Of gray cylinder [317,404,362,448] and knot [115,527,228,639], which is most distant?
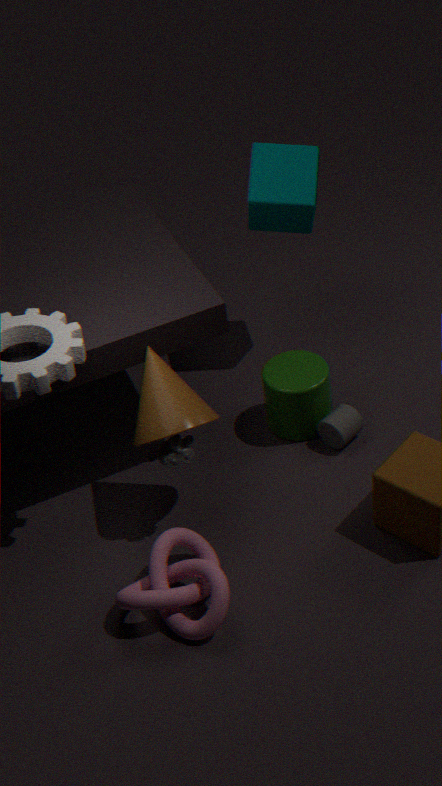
gray cylinder [317,404,362,448]
